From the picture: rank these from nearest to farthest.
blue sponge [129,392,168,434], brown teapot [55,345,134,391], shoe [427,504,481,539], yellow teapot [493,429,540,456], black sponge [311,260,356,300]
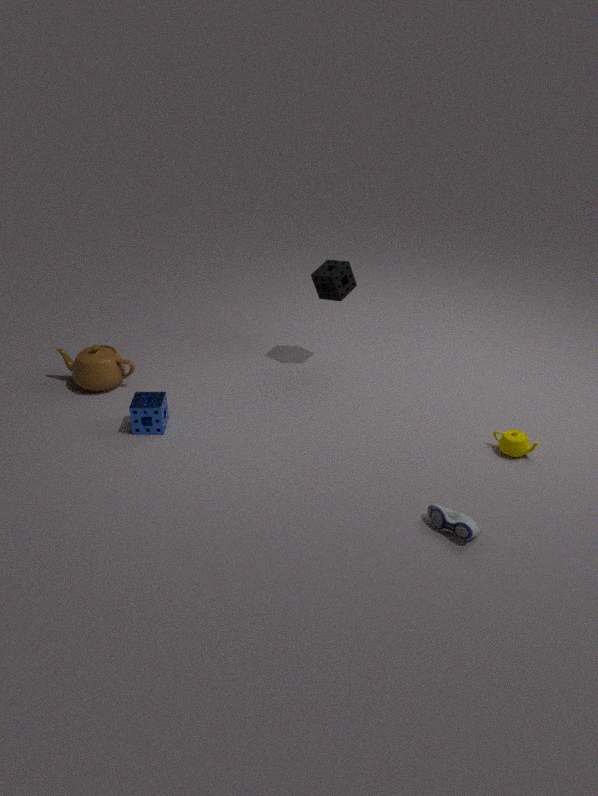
1. shoe [427,504,481,539]
2. yellow teapot [493,429,540,456]
3. blue sponge [129,392,168,434]
4. brown teapot [55,345,134,391]
5. black sponge [311,260,356,300]
